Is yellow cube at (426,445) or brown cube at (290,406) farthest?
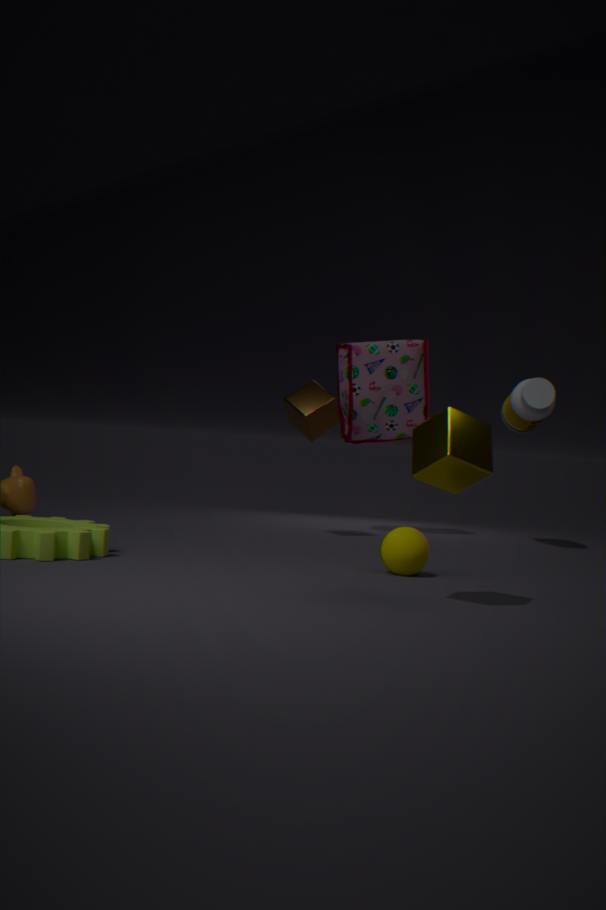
brown cube at (290,406)
